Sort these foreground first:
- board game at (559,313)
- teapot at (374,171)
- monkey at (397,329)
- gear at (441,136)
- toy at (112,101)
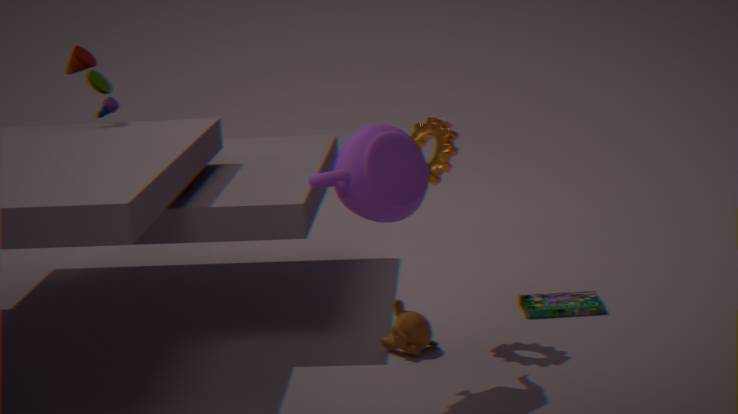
teapot at (374,171) → gear at (441,136) → monkey at (397,329) → board game at (559,313) → toy at (112,101)
